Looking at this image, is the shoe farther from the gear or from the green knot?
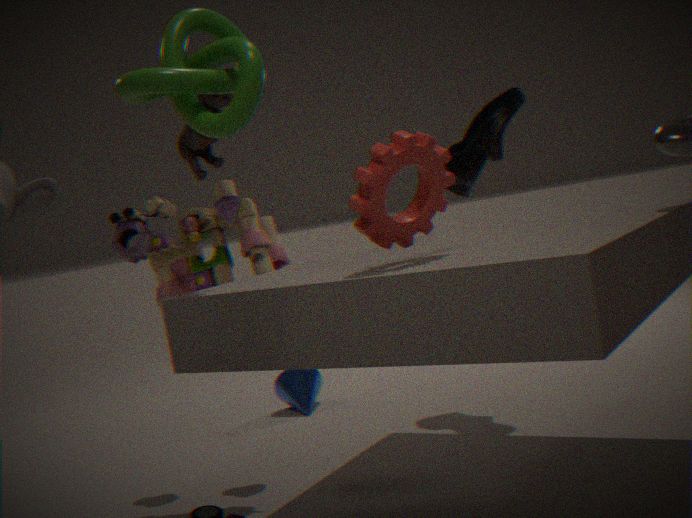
the green knot
